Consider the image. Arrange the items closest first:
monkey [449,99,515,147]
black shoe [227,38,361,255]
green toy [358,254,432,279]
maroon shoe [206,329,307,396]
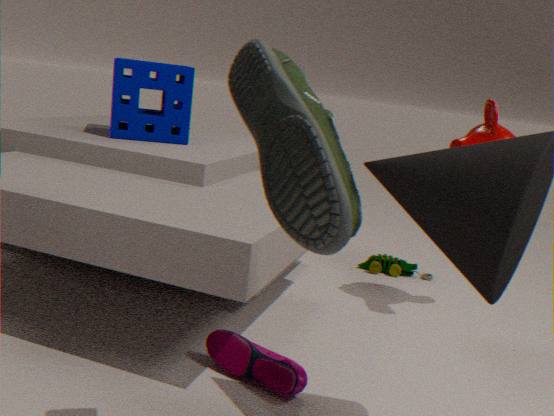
black shoe [227,38,361,255]
maroon shoe [206,329,307,396]
monkey [449,99,515,147]
green toy [358,254,432,279]
